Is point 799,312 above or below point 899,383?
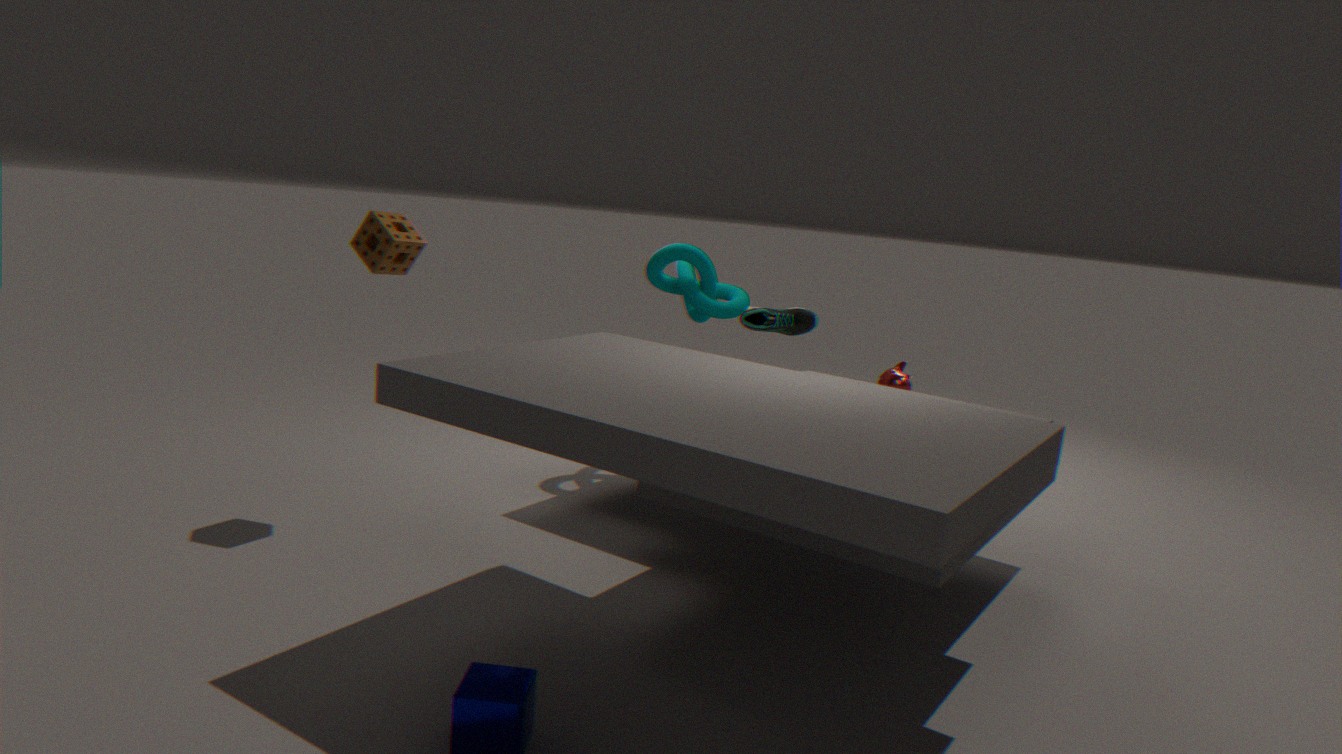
above
